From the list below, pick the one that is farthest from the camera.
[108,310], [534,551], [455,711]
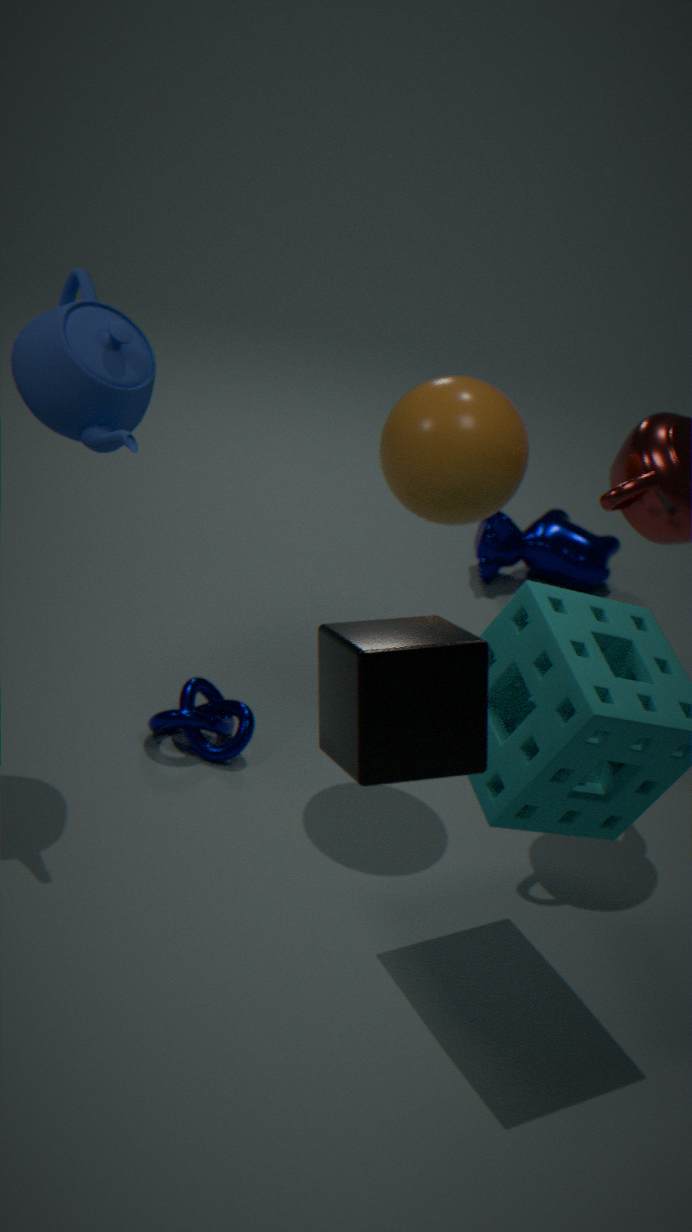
[534,551]
